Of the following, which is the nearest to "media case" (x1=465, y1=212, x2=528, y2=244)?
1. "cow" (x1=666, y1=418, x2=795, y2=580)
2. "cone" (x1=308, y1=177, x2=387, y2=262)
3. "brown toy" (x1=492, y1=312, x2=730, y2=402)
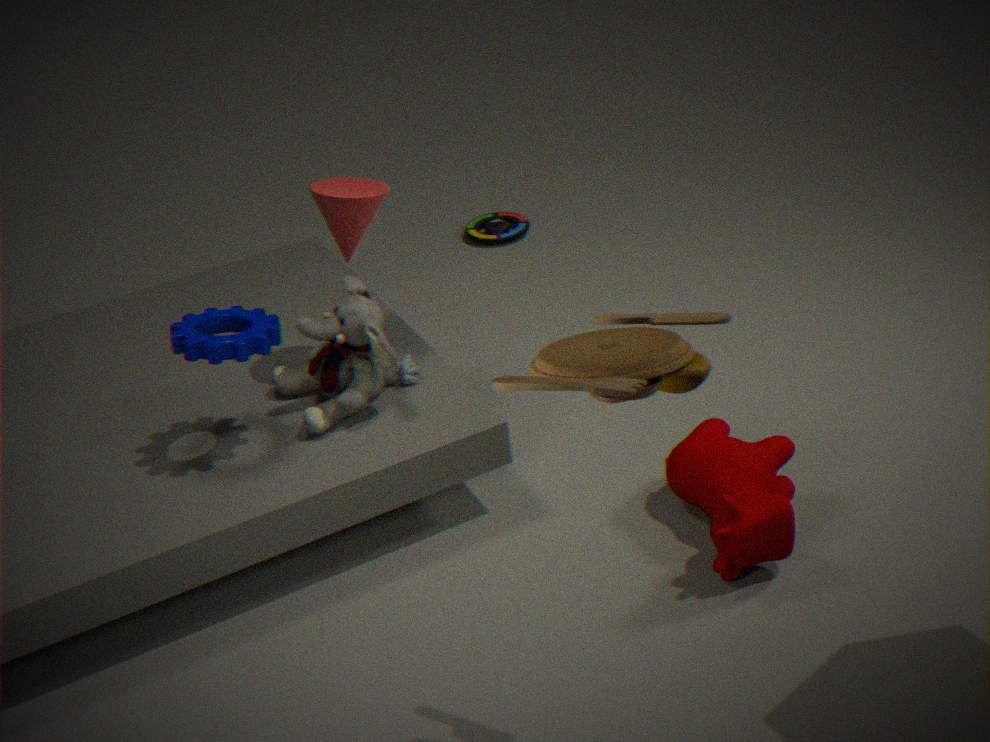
"cone" (x1=308, y1=177, x2=387, y2=262)
